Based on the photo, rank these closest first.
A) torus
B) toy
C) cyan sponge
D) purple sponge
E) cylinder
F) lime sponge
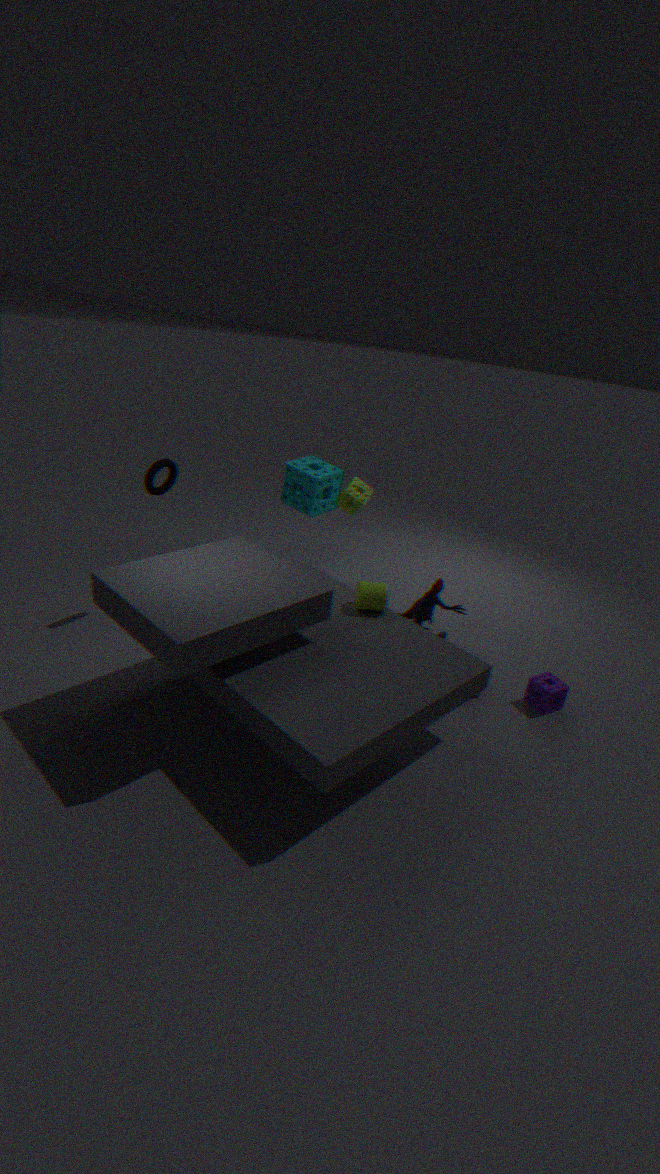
cylinder
purple sponge
torus
toy
lime sponge
cyan sponge
